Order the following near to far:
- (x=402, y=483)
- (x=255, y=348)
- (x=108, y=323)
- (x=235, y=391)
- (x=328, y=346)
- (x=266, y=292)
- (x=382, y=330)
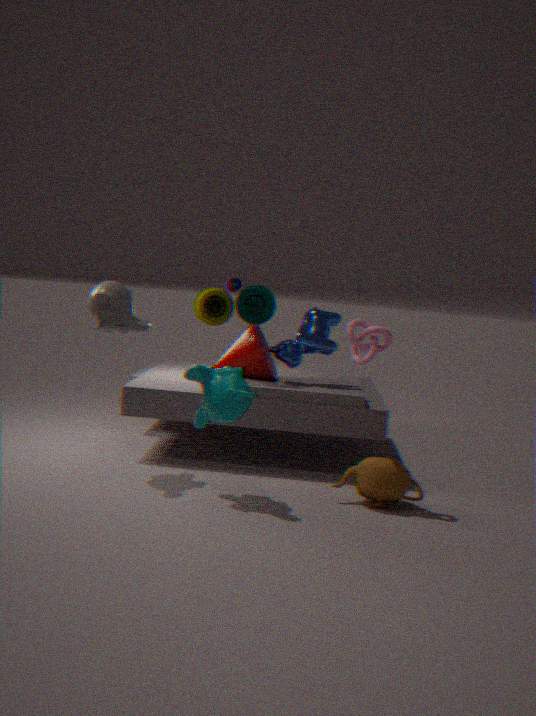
(x=235, y=391), (x=382, y=330), (x=402, y=483), (x=108, y=323), (x=266, y=292), (x=255, y=348), (x=328, y=346)
